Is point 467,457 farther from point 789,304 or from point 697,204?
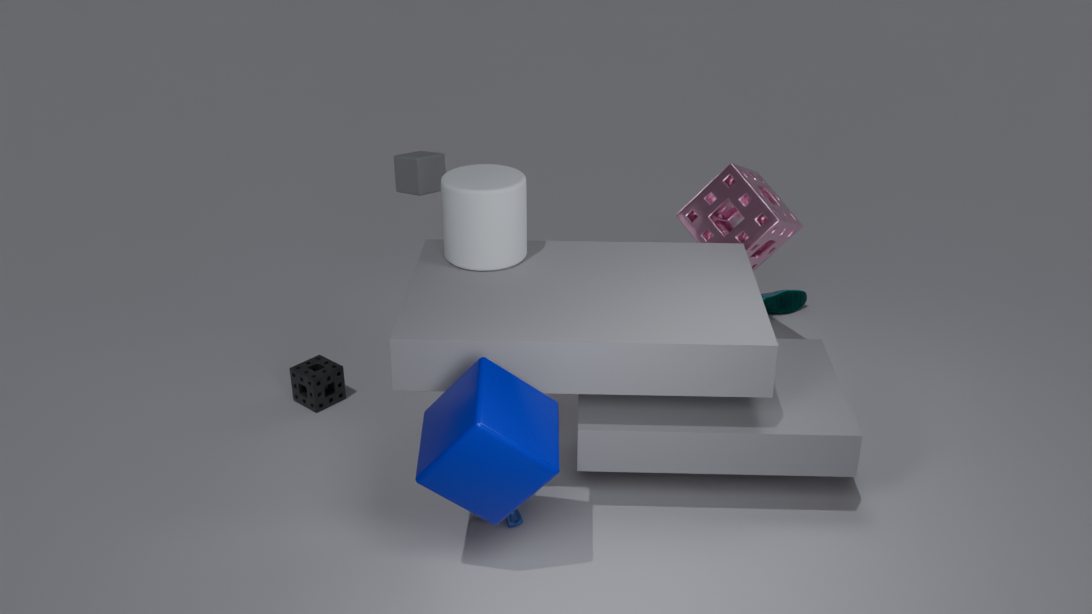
point 789,304
